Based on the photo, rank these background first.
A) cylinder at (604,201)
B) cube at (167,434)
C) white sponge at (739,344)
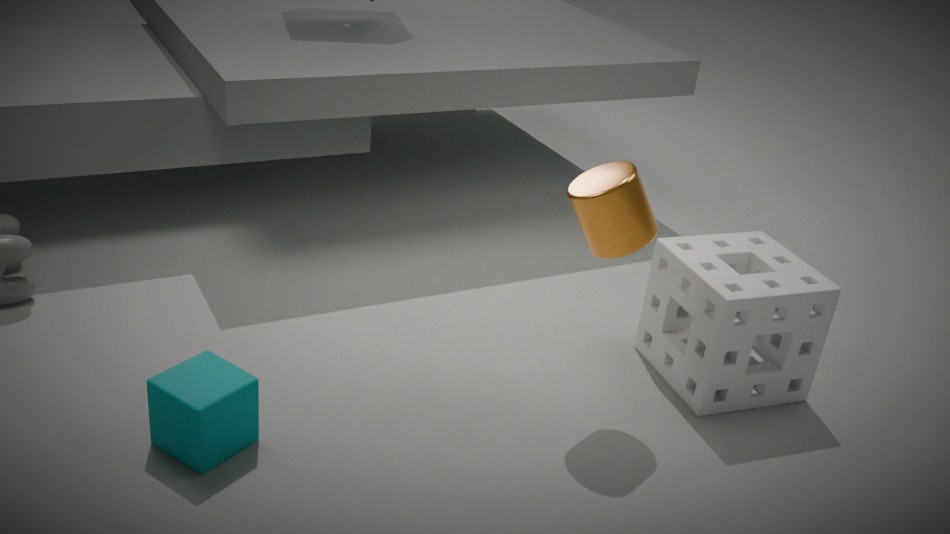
white sponge at (739,344), cylinder at (604,201), cube at (167,434)
